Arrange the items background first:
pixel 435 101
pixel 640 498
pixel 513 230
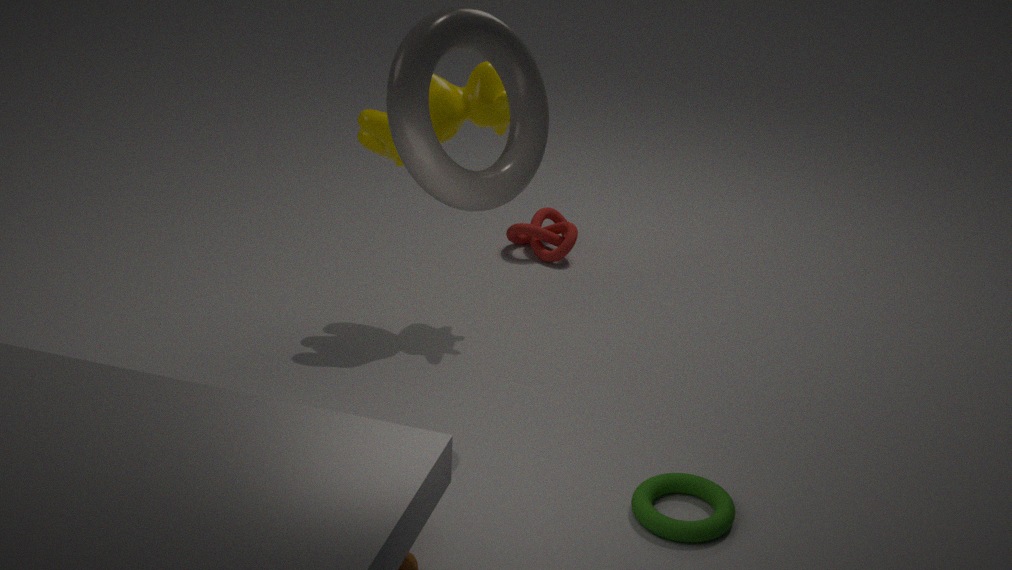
pixel 513 230, pixel 435 101, pixel 640 498
